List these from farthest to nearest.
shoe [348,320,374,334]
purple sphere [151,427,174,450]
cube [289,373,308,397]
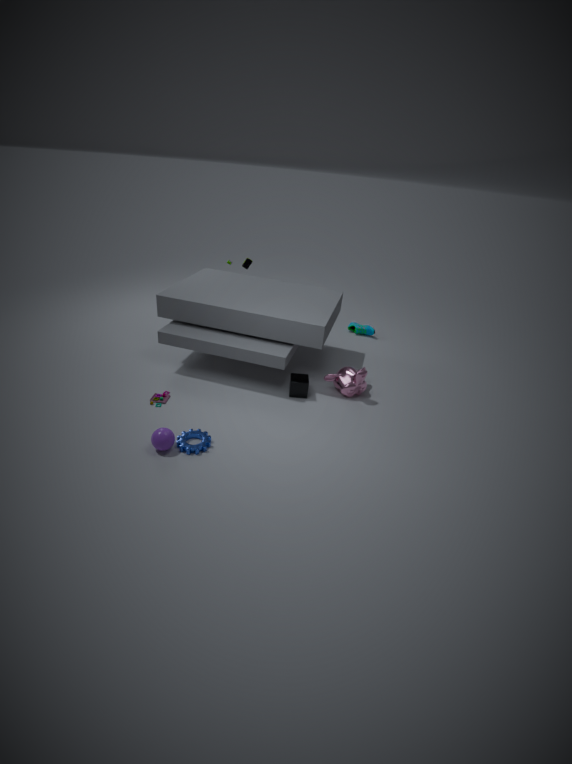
shoe [348,320,374,334] → cube [289,373,308,397] → purple sphere [151,427,174,450]
